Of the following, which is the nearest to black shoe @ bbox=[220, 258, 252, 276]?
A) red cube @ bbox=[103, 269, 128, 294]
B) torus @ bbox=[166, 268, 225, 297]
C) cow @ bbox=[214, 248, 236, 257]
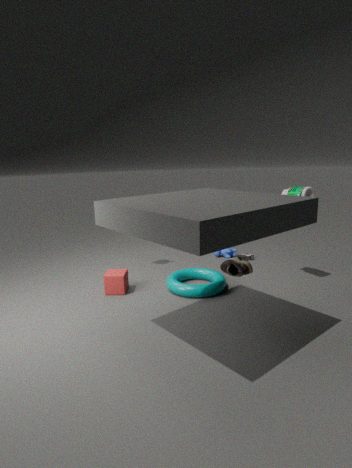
torus @ bbox=[166, 268, 225, 297]
